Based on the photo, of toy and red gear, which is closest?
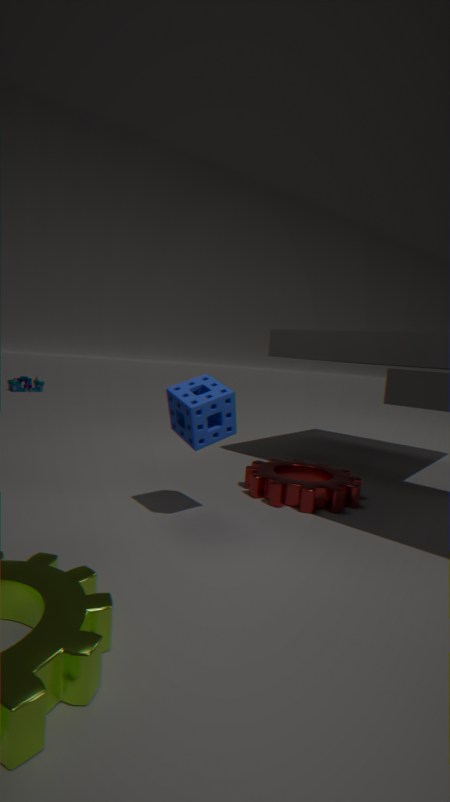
red gear
